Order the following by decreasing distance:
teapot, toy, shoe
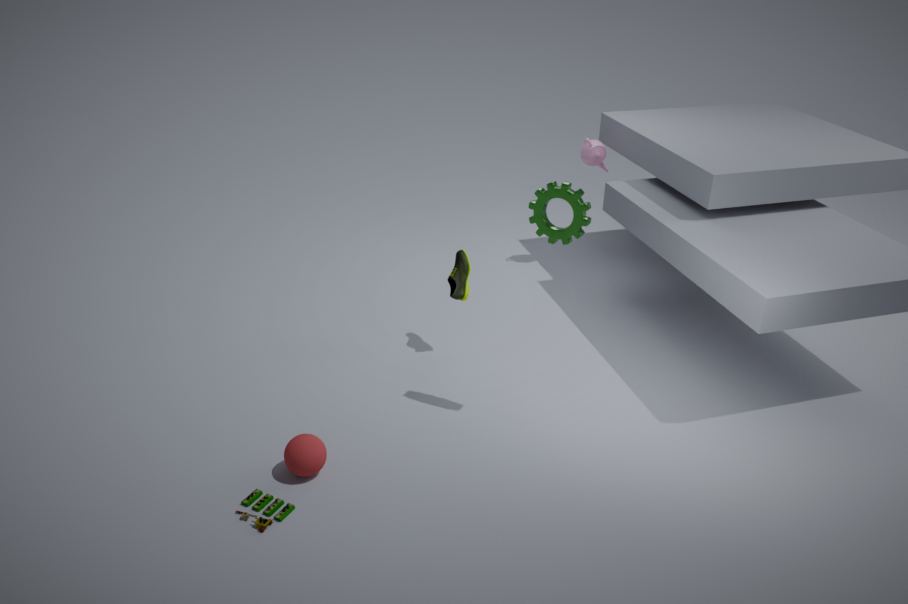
teapot, shoe, toy
